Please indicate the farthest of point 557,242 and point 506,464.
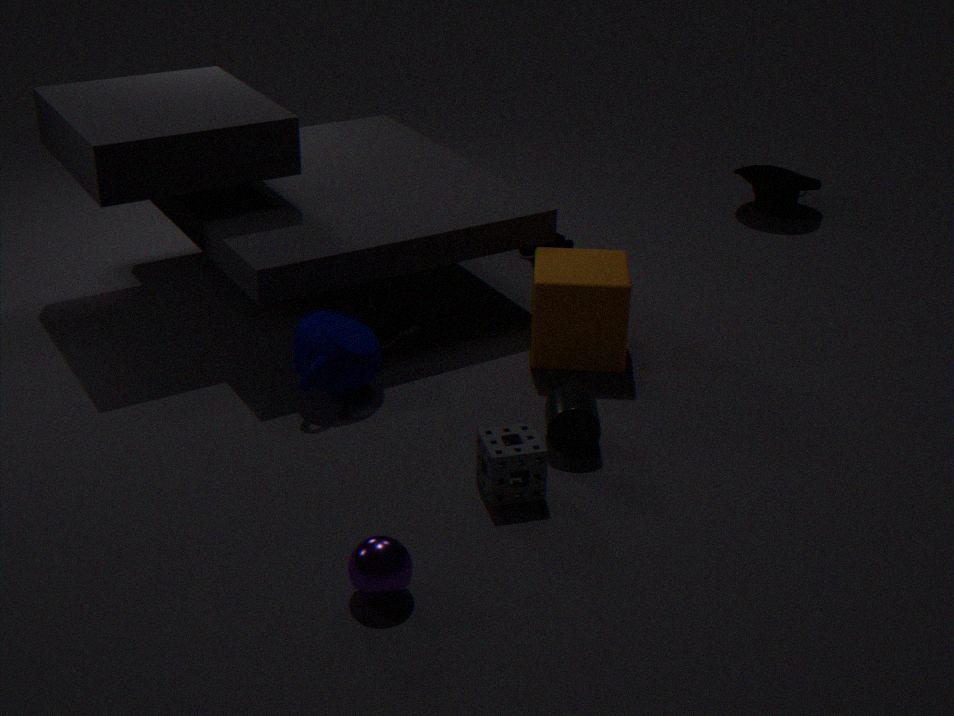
point 557,242
